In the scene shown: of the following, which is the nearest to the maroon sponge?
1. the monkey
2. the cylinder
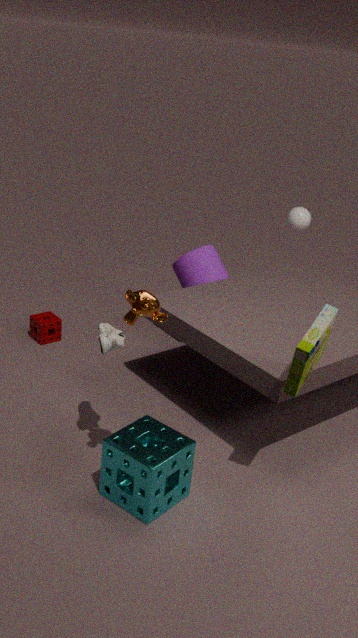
the cylinder
